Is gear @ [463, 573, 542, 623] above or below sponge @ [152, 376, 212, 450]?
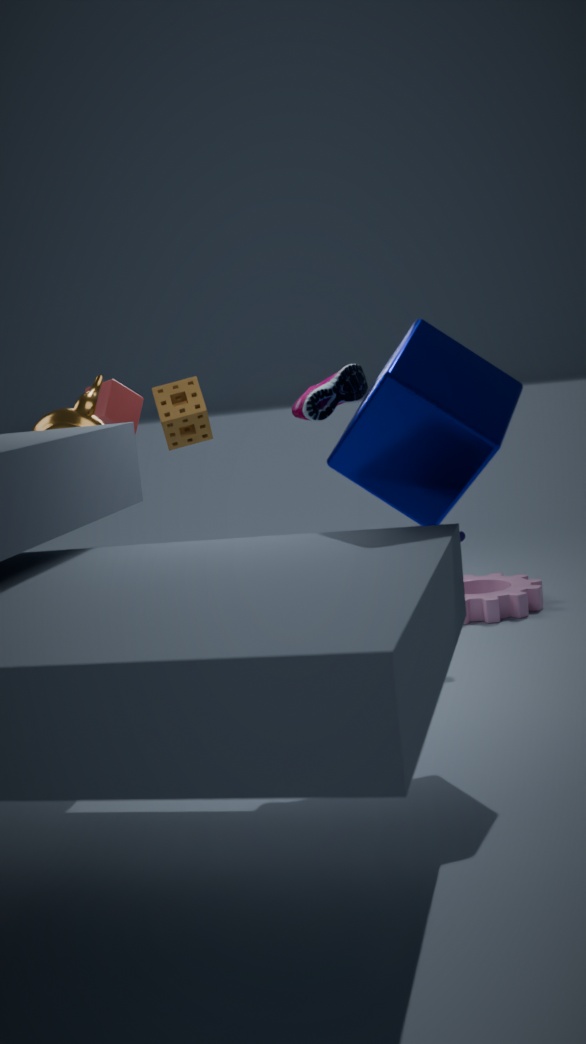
below
